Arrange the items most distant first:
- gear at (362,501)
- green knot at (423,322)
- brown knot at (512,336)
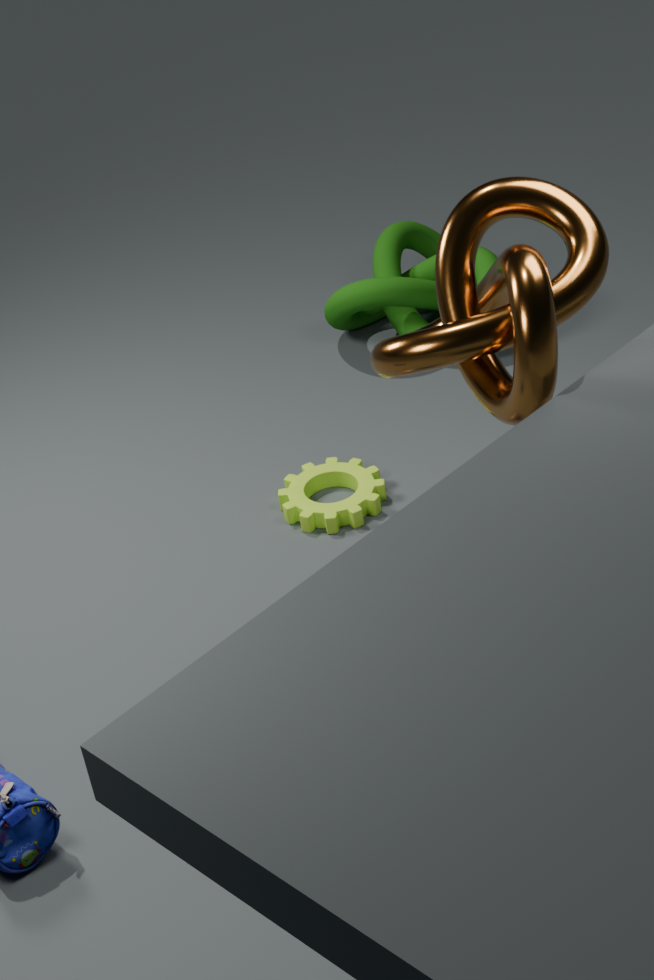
green knot at (423,322) → gear at (362,501) → brown knot at (512,336)
